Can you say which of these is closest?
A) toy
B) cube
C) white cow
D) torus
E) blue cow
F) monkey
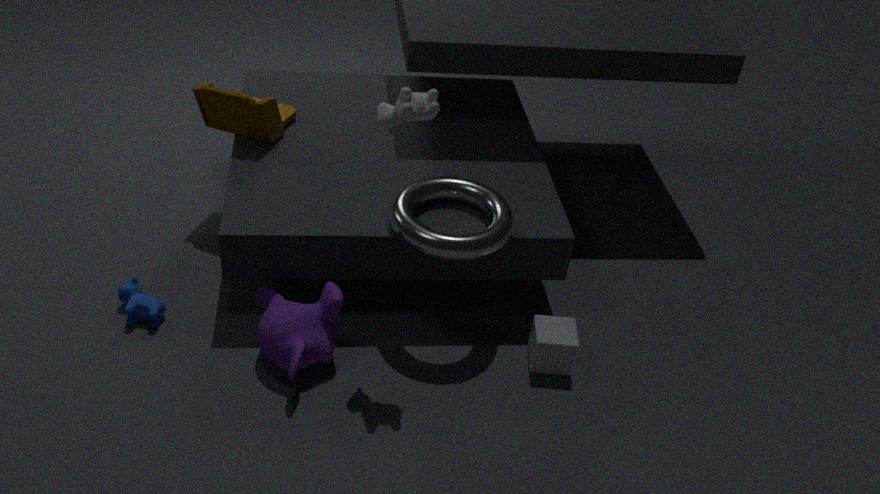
white cow
